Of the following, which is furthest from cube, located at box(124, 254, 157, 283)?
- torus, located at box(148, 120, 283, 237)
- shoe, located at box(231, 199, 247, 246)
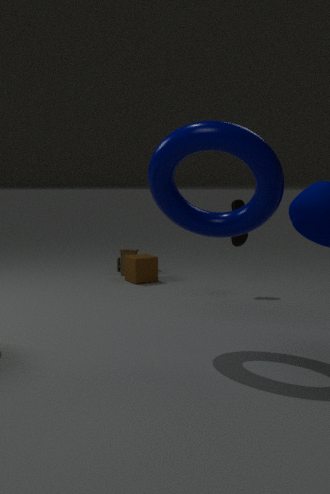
torus, located at box(148, 120, 283, 237)
